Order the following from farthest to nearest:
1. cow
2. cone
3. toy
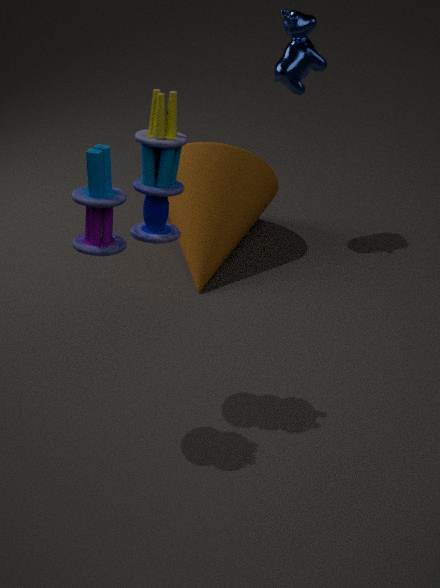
cone → cow → toy
